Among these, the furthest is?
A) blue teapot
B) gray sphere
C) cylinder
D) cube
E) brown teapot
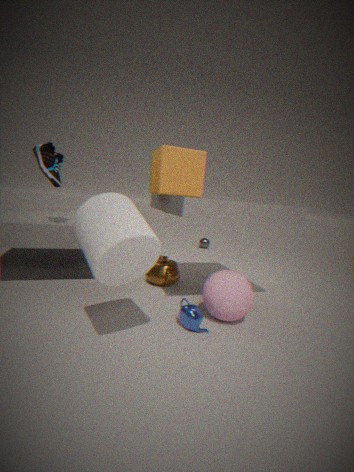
B. gray sphere
